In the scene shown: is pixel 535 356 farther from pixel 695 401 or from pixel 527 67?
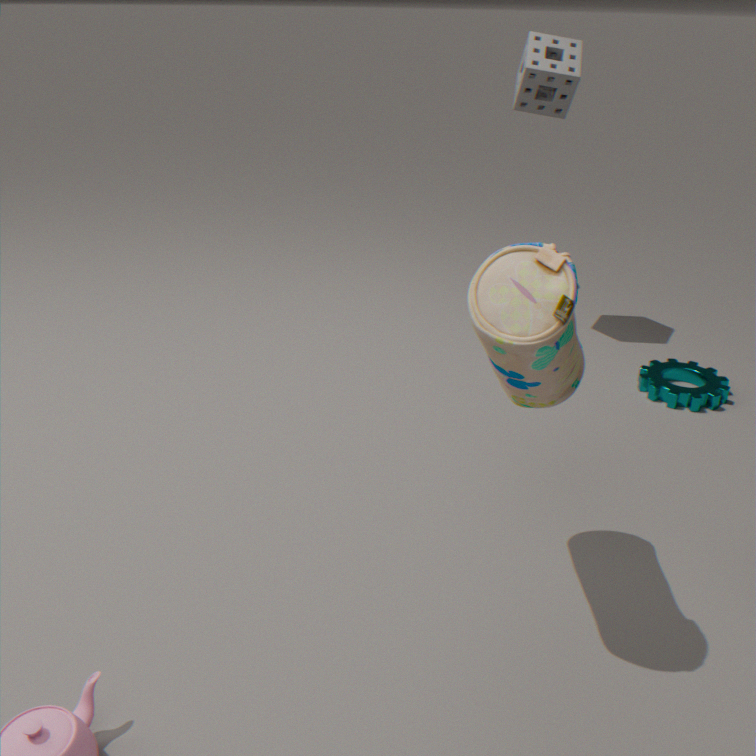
pixel 527 67
